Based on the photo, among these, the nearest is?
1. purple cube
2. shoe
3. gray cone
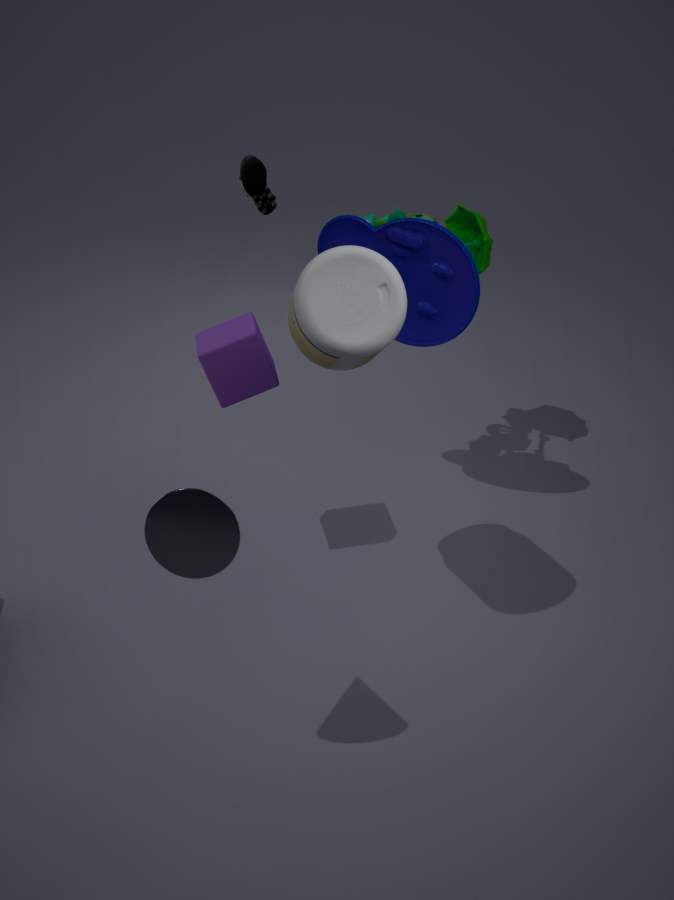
gray cone
